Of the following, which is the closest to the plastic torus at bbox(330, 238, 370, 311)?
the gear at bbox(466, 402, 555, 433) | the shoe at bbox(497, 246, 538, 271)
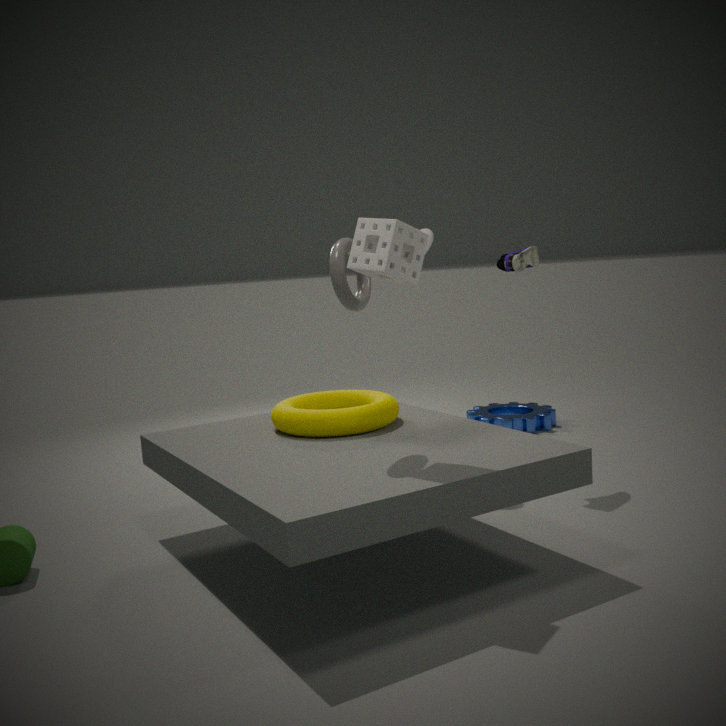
the shoe at bbox(497, 246, 538, 271)
